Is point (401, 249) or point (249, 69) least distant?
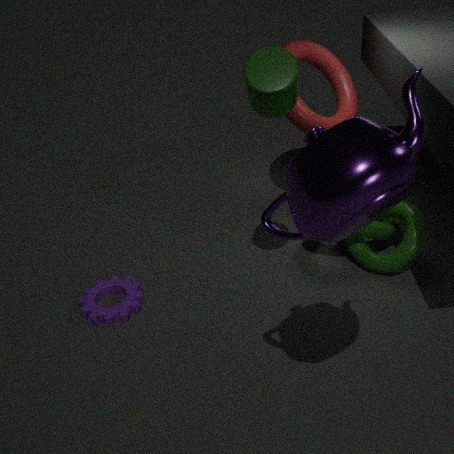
point (249, 69)
